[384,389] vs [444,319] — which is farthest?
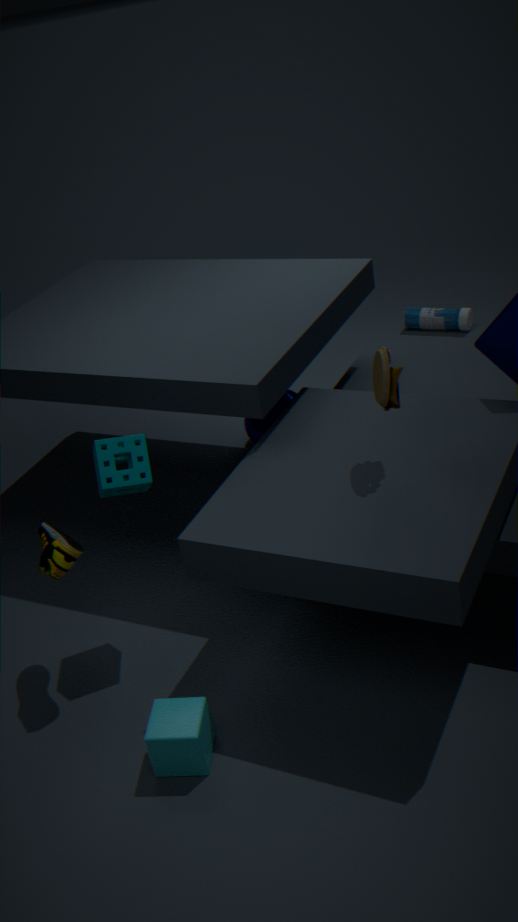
[444,319]
